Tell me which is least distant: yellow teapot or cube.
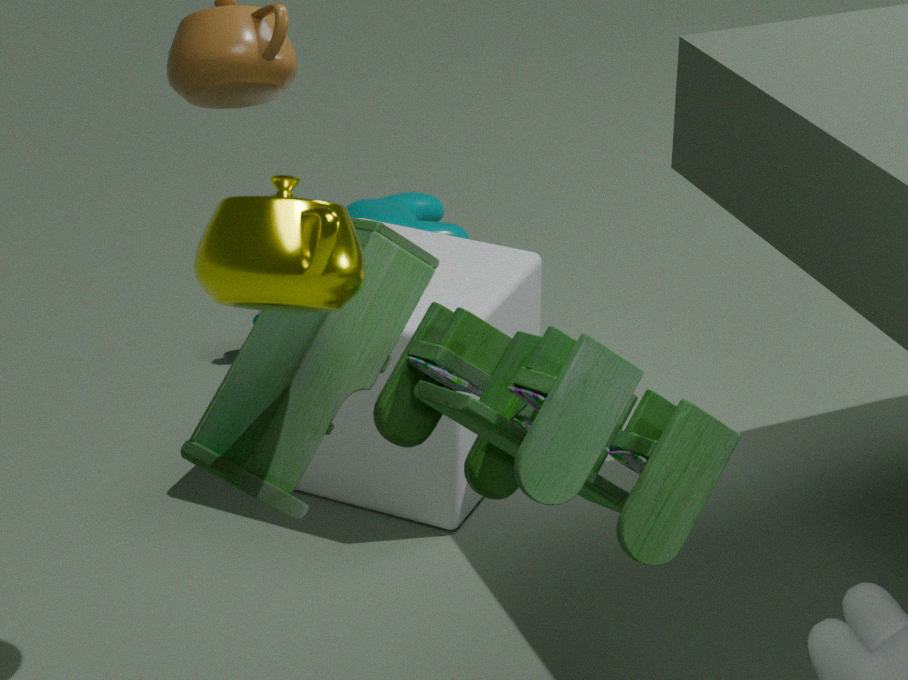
yellow teapot
